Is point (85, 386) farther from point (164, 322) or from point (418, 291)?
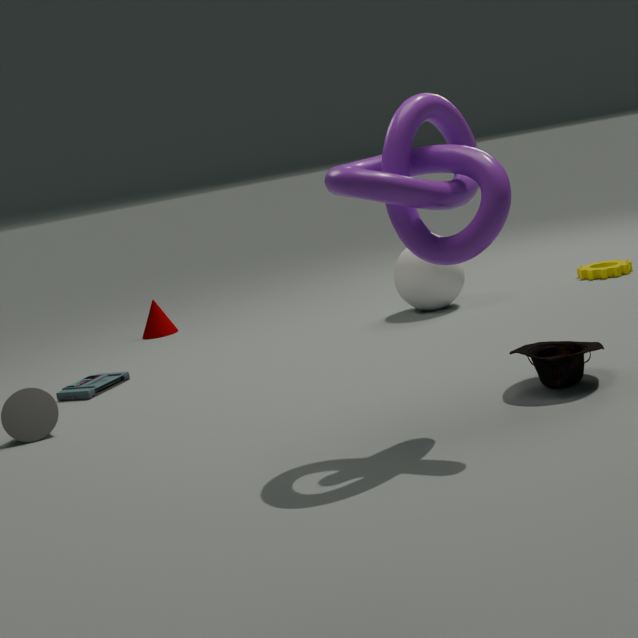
point (418, 291)
